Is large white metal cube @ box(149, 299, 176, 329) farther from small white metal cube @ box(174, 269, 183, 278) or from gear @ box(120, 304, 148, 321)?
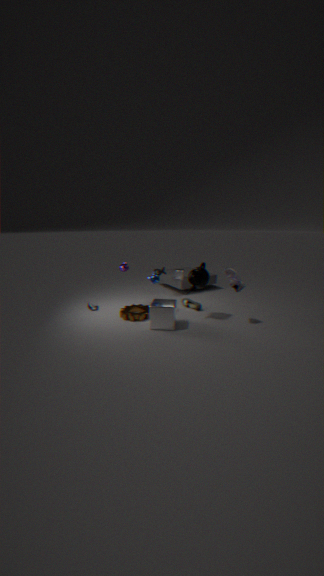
small white metal cube @ box(174, 269, 183, 278)
